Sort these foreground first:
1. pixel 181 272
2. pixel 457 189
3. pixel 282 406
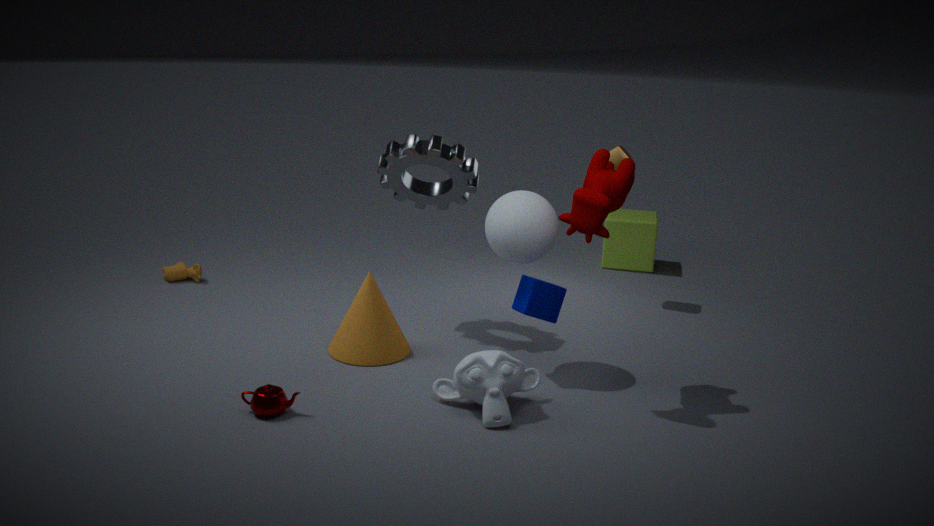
1. pixel 282 406
2. pixel 457 189
3. pixel 181 272
